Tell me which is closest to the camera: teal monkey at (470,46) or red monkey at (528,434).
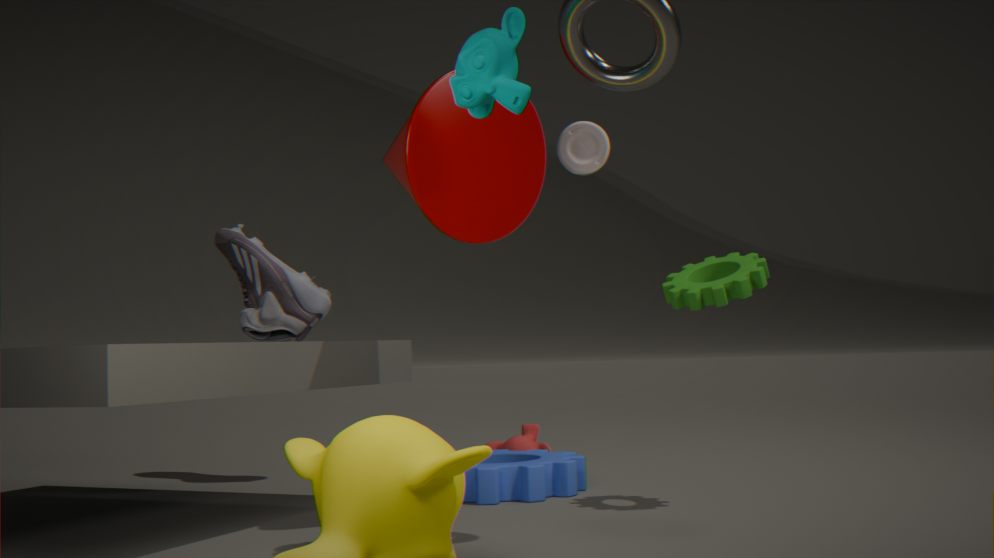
teal monkey at (470,46)
